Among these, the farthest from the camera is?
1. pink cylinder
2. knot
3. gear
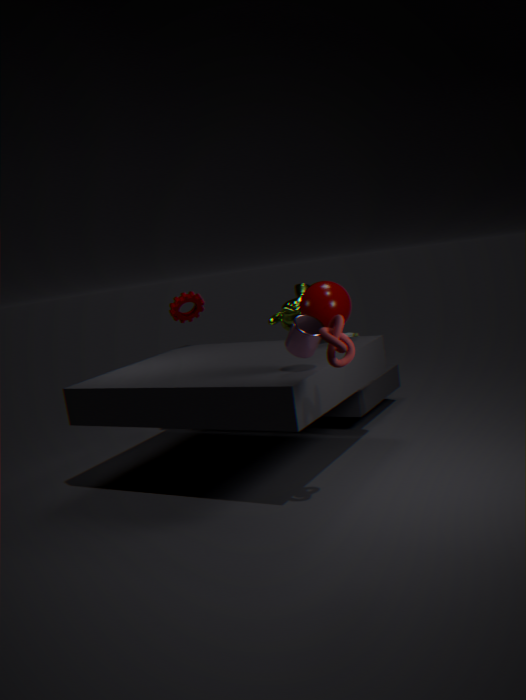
gear
